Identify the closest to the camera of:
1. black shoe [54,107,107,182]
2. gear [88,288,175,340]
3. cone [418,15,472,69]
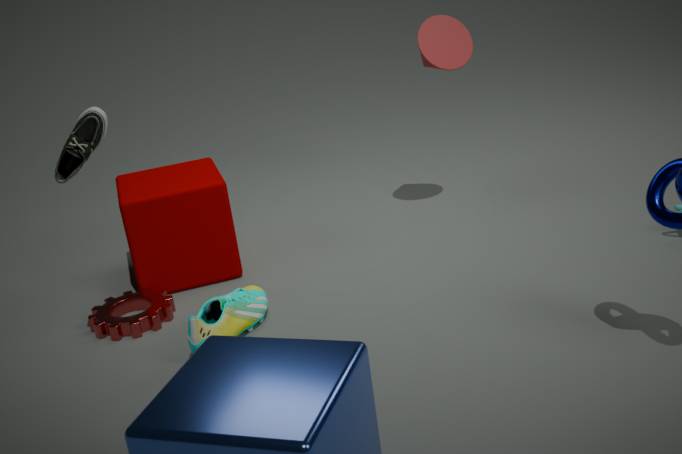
black shoe [54,107,107,182]
